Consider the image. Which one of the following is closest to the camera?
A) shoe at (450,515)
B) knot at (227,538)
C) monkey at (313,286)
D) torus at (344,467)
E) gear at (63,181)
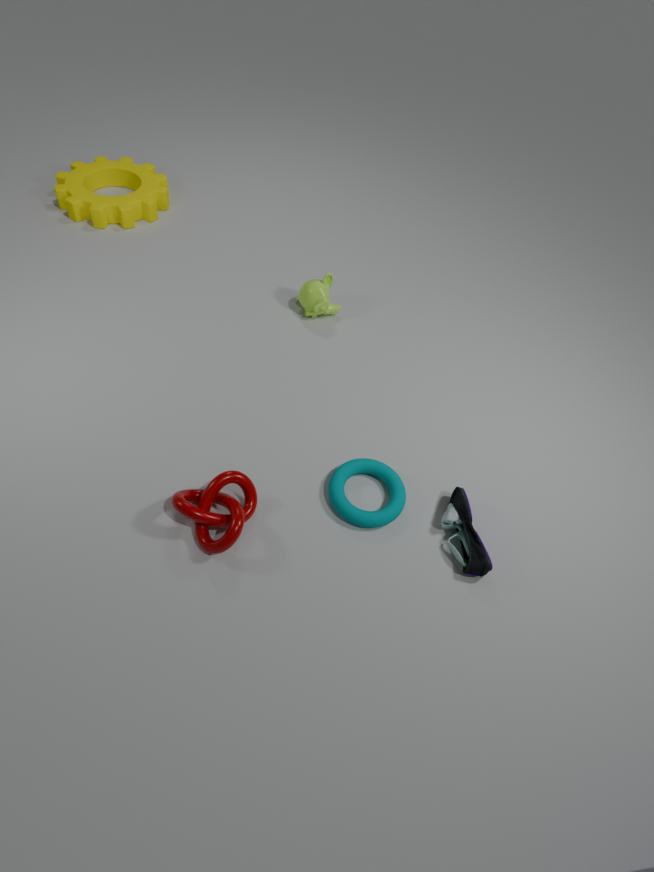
knot at (227,538)
